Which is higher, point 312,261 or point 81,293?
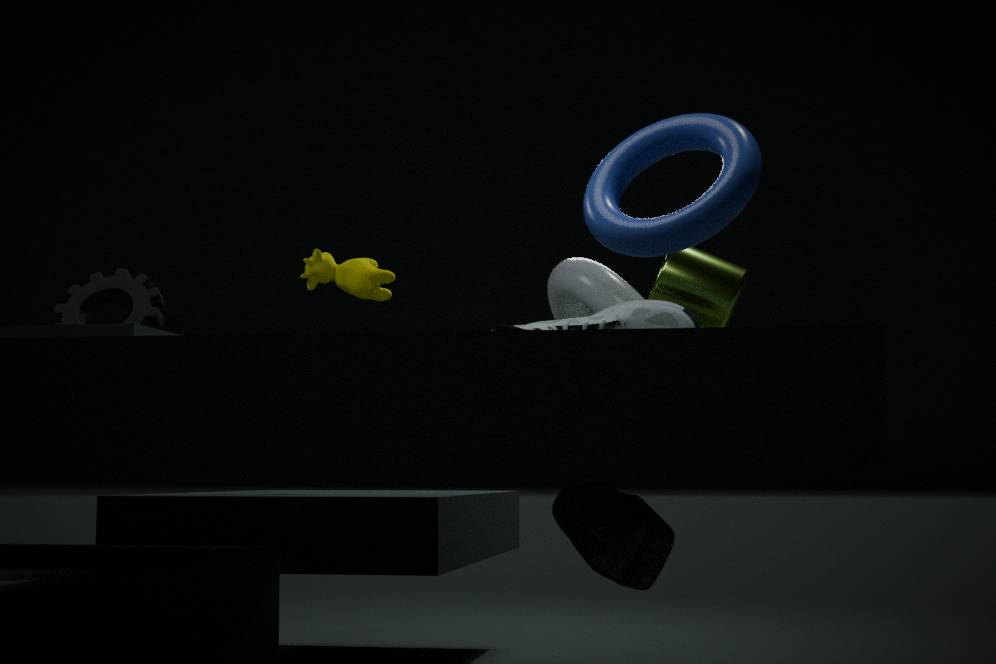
point 312,261
